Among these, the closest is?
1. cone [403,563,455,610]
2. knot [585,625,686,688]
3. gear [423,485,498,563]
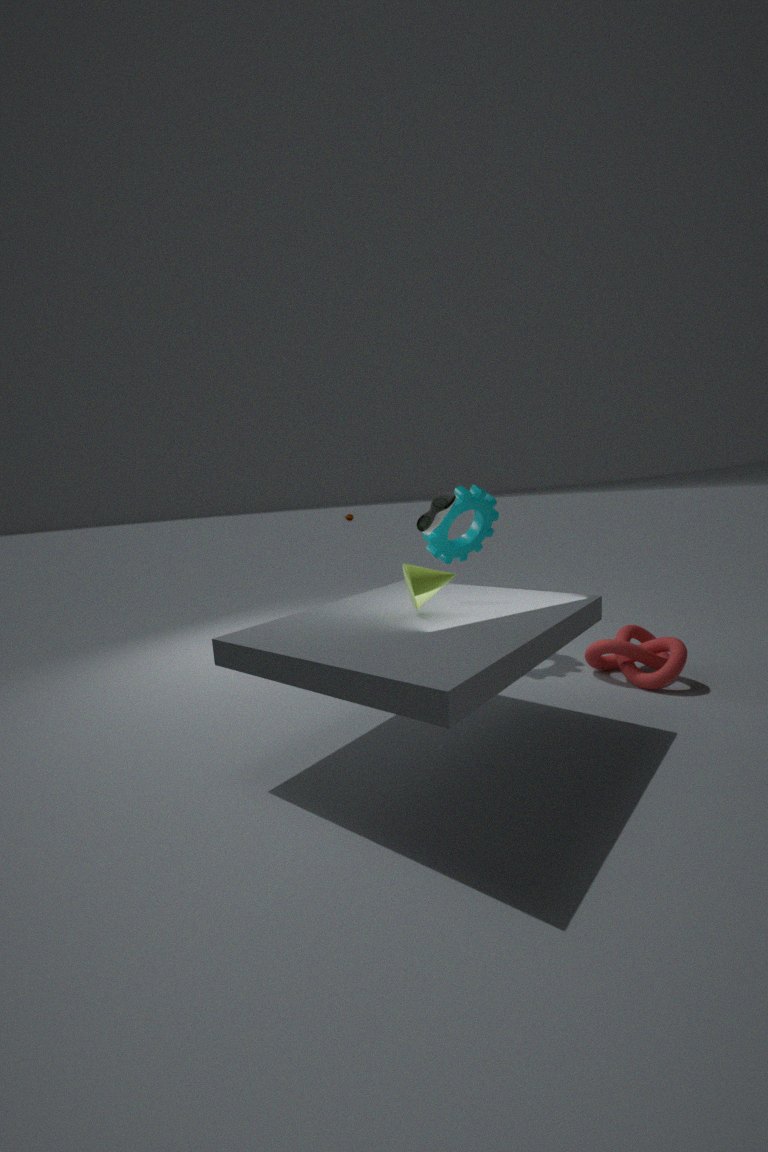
cone [403,563,455,610]
